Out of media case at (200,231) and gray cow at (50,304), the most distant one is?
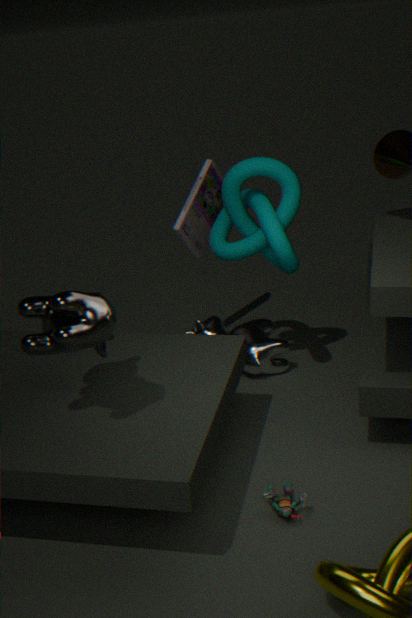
media case at (200,231)
